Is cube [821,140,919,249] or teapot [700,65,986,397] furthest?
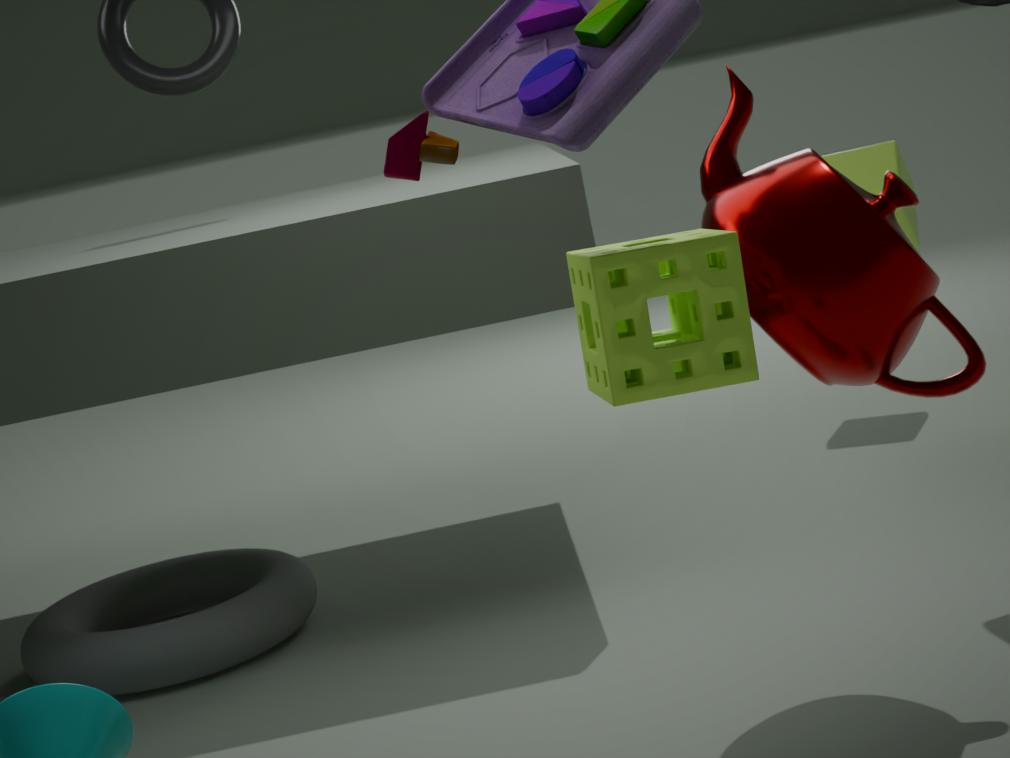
cube [821,140,919,249]
